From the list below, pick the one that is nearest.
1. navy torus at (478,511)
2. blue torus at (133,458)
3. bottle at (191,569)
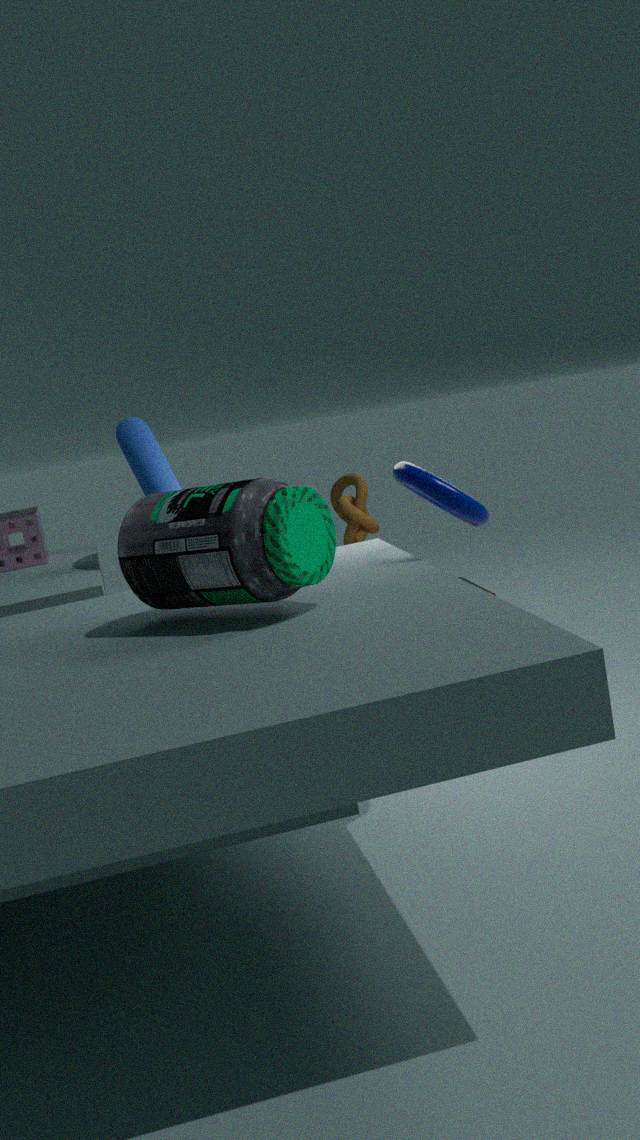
bottle at (191,569)
